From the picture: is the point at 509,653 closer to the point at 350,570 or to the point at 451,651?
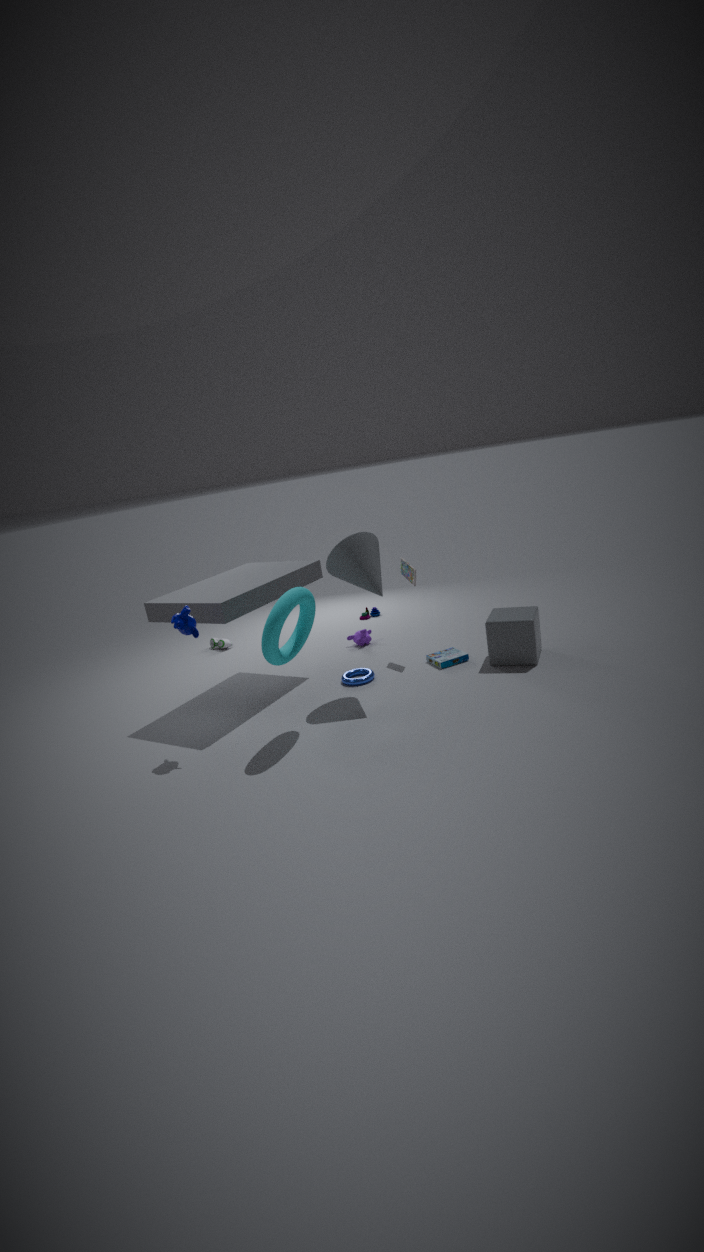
the point at 451,651
